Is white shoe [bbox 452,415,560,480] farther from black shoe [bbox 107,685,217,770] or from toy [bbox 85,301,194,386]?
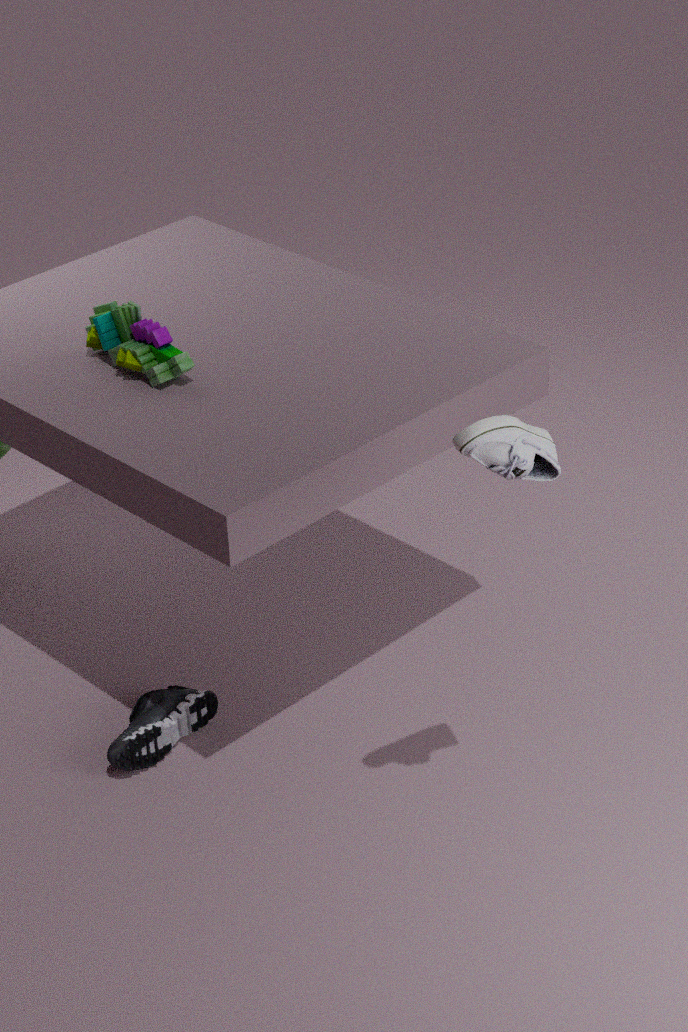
black shoe [bbox 107,685,217,770]
